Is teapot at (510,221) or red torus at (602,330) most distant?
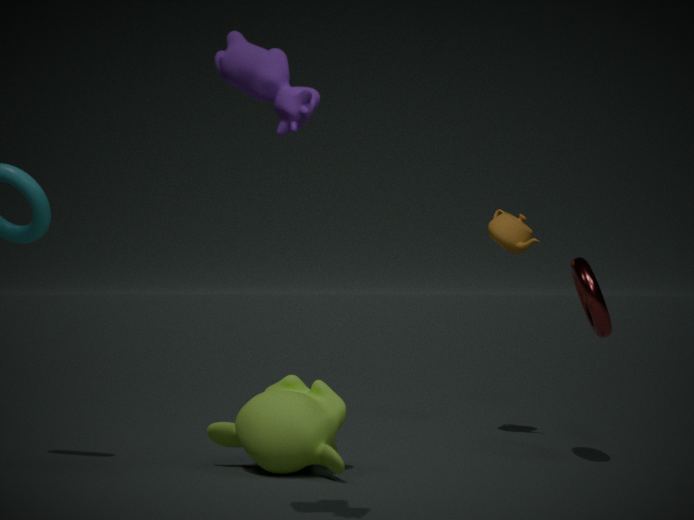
teapot at (510,221)
